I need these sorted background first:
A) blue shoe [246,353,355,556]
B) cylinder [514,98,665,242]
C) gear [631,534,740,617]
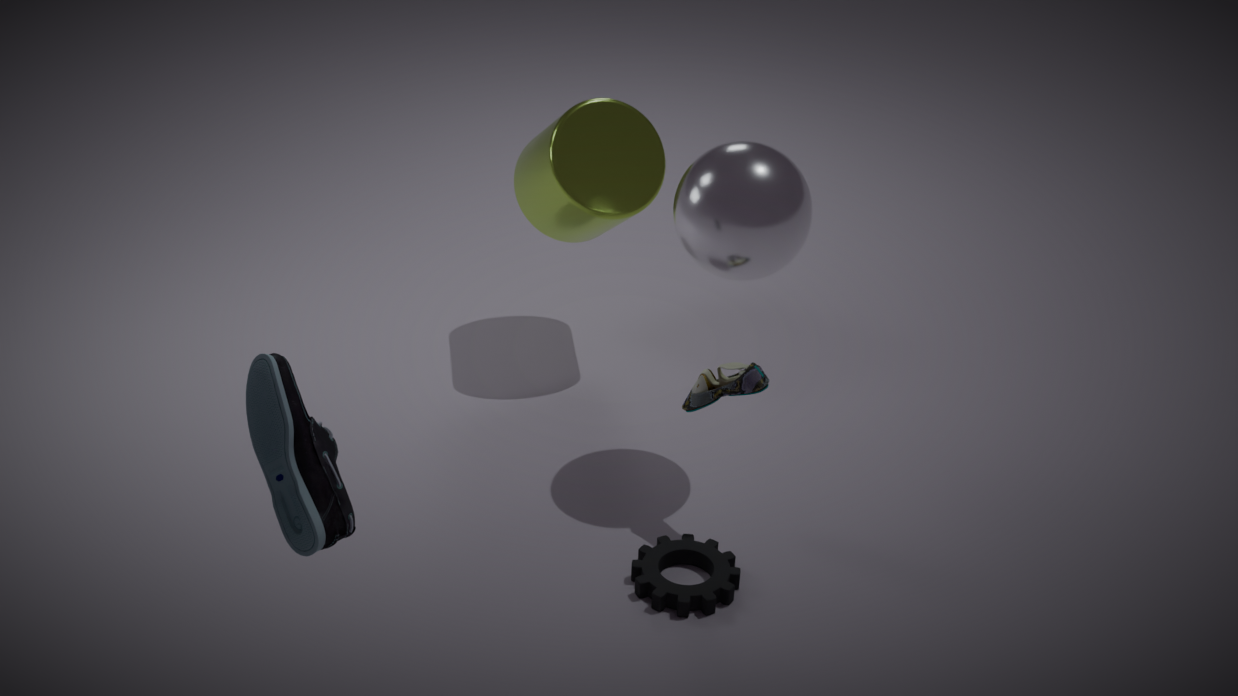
cylinder [514,98,665,242] < gear [631,534,740,617] < blue shoe [246,353,355,556]
